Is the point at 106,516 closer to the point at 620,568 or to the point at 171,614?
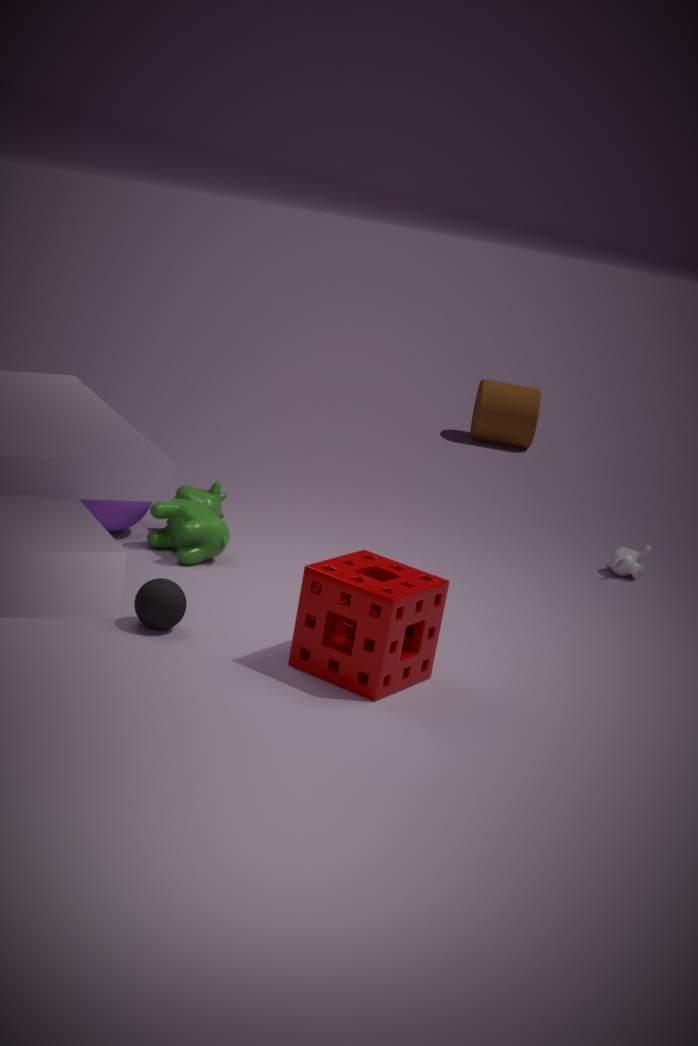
the point at 171,614
